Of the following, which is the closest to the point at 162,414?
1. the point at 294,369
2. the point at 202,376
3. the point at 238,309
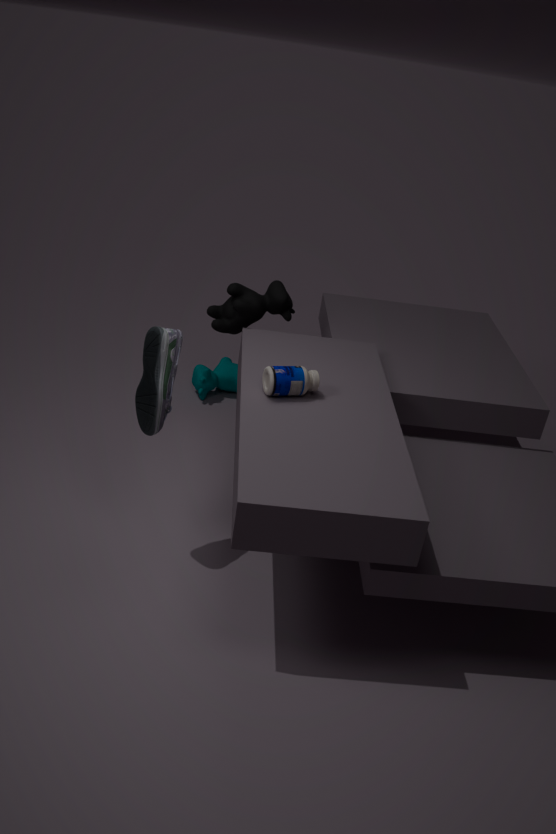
the point at 294,369
